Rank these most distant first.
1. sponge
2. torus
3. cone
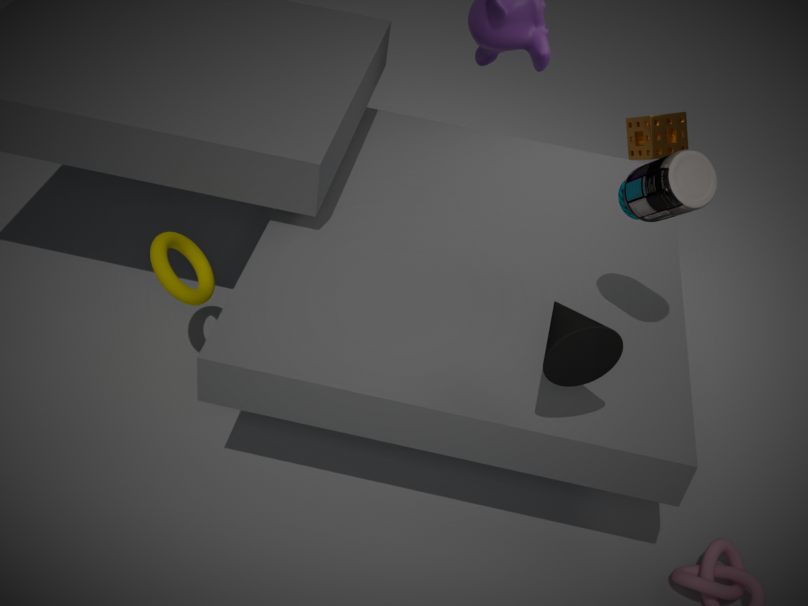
sponge, torus, cone
